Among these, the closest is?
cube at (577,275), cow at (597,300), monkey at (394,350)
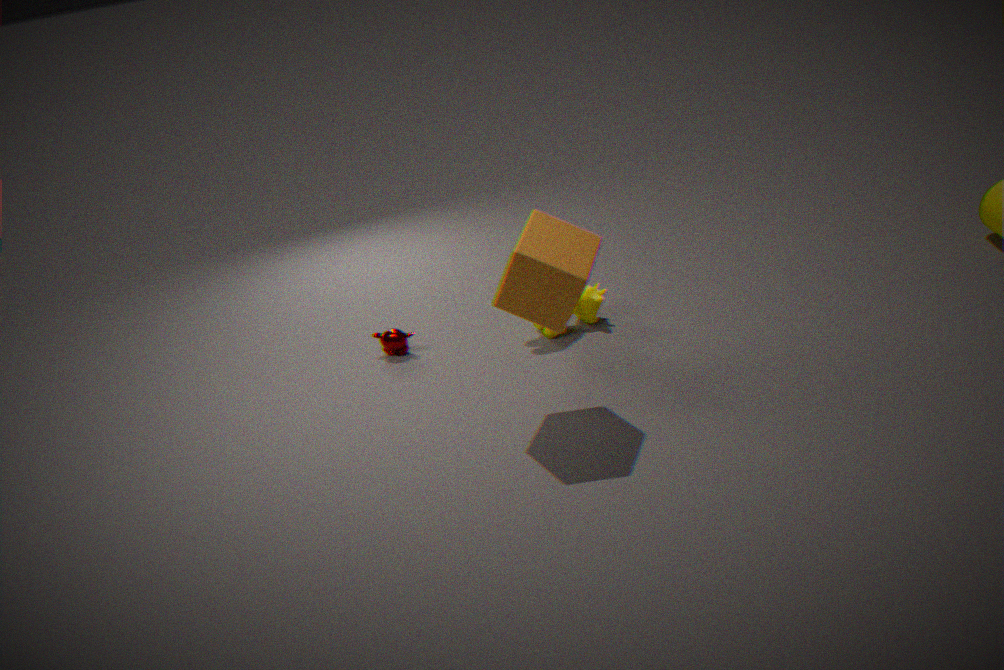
cube at (577,275)
